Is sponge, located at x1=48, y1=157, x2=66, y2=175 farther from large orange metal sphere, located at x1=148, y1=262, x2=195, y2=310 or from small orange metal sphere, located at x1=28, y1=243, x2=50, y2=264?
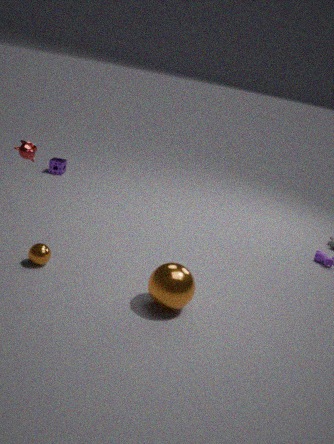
large orange metal sphere, located at x1=148, y1=262, x2=195, y2=310
